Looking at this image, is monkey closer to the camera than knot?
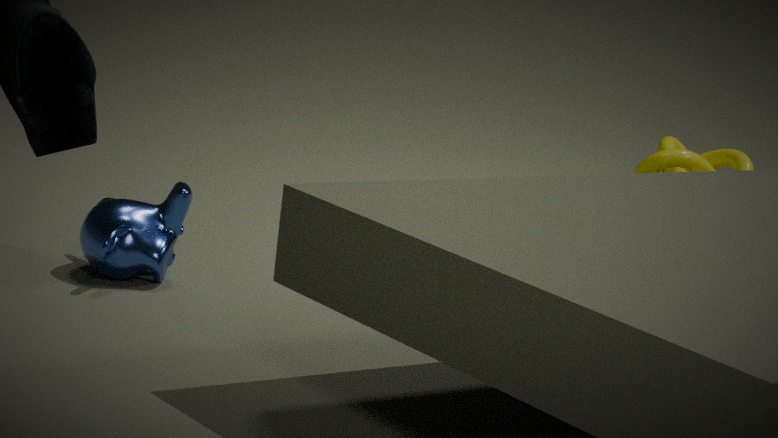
Yes
